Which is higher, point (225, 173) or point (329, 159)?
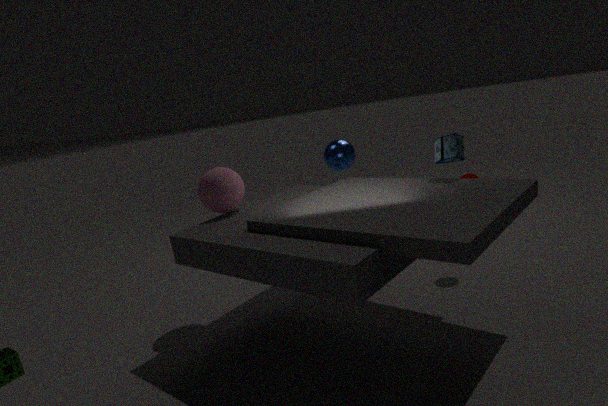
point (225, 173)
